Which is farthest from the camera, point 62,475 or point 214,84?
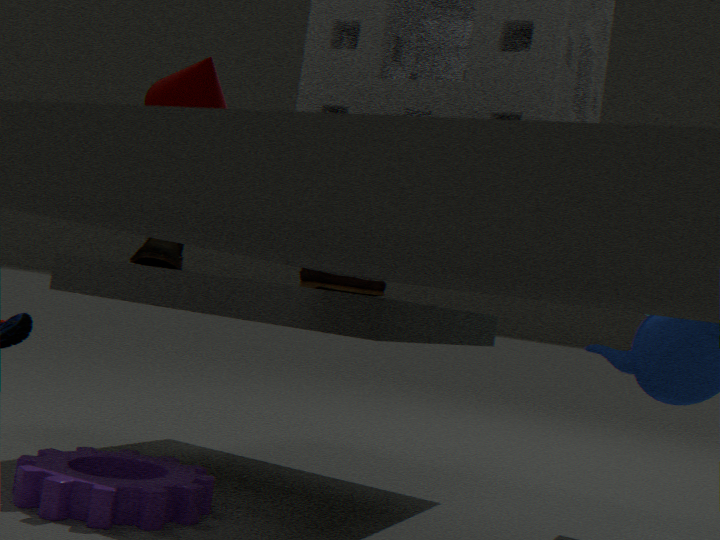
point 62,475
